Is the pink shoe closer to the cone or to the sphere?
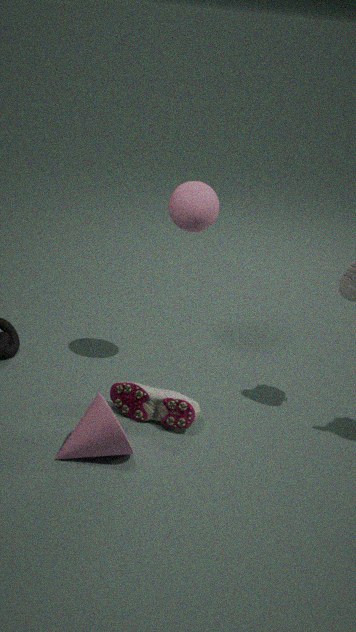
the cone
